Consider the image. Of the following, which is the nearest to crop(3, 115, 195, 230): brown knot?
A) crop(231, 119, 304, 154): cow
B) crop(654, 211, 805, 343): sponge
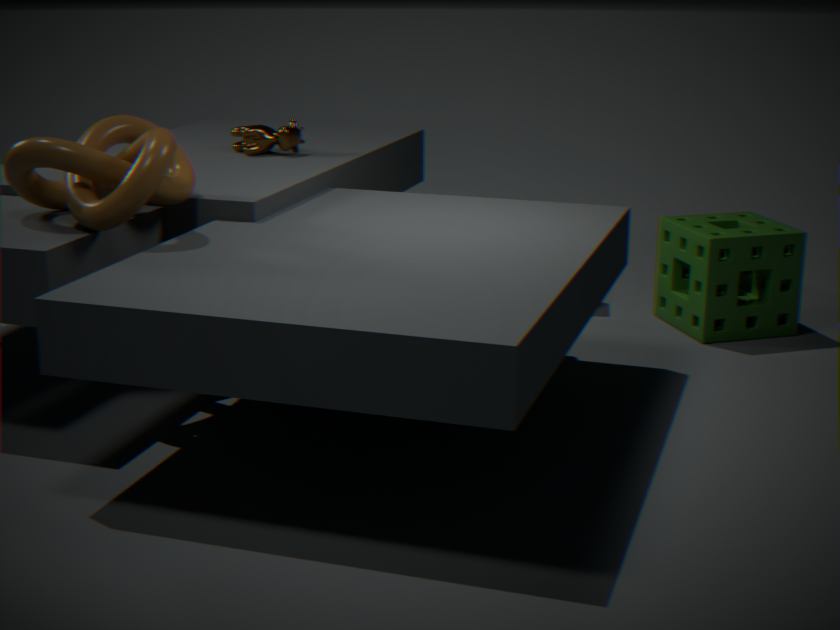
crop(231, 119, 304, 154): cow
